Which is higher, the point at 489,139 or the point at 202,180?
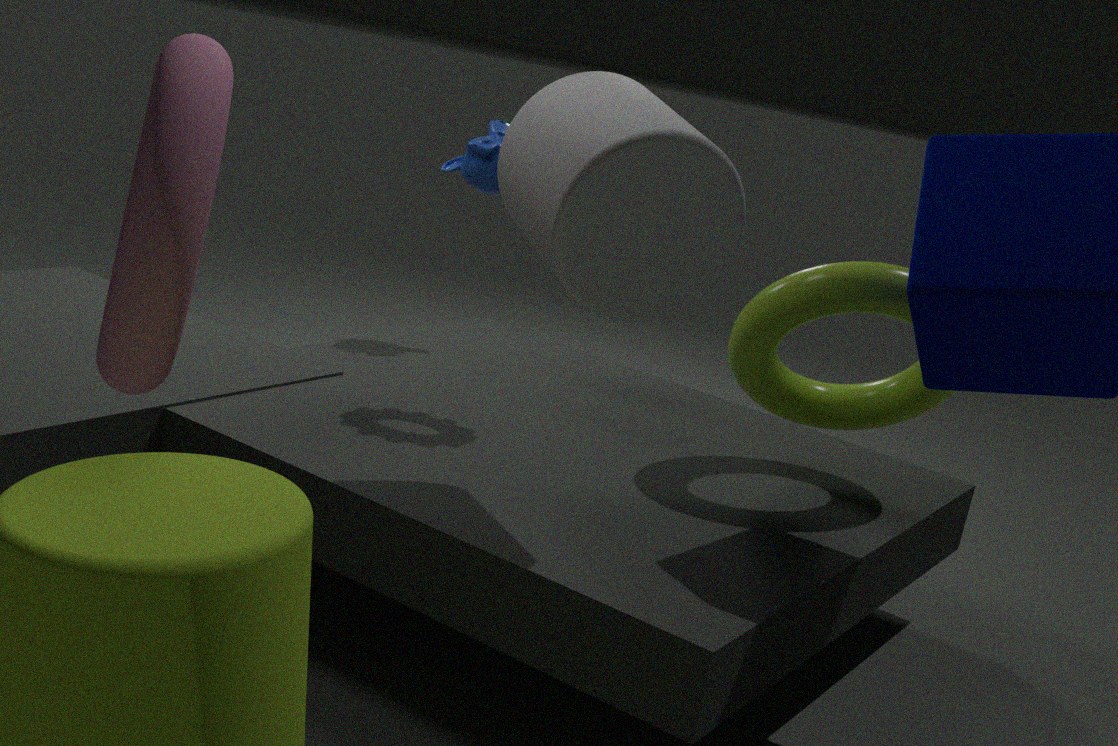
the point at 202,180
